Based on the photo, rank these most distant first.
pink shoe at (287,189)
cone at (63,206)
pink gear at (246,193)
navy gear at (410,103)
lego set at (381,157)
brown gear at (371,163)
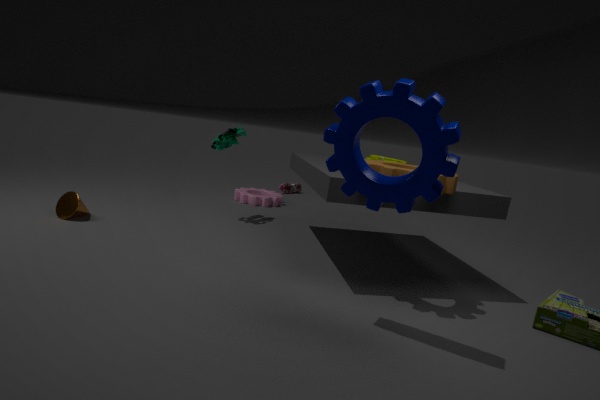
pink shoe at (287,189) < pink gear at (246,193) < lego set at (381,157) < cone at (63,206) < brown gear at (371,163) < navy gear at (410,103)
